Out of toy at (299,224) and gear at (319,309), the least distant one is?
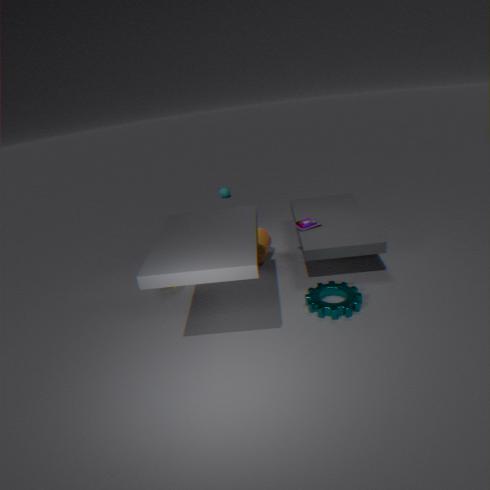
gear at (319,309)
